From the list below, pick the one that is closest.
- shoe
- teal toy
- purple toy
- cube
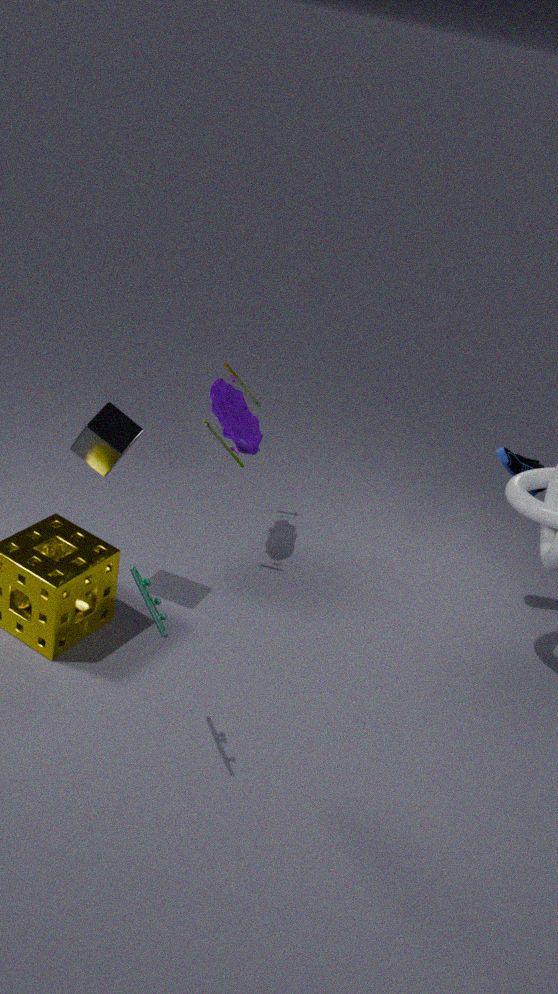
teal toy
